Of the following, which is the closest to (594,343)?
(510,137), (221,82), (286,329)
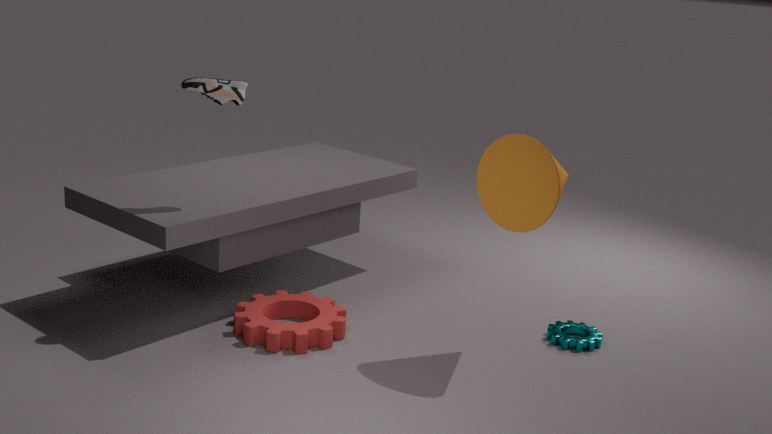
(510,137)
